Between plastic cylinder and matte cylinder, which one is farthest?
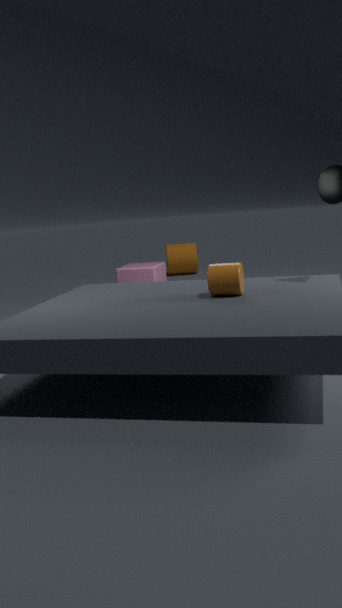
matte cylinder
